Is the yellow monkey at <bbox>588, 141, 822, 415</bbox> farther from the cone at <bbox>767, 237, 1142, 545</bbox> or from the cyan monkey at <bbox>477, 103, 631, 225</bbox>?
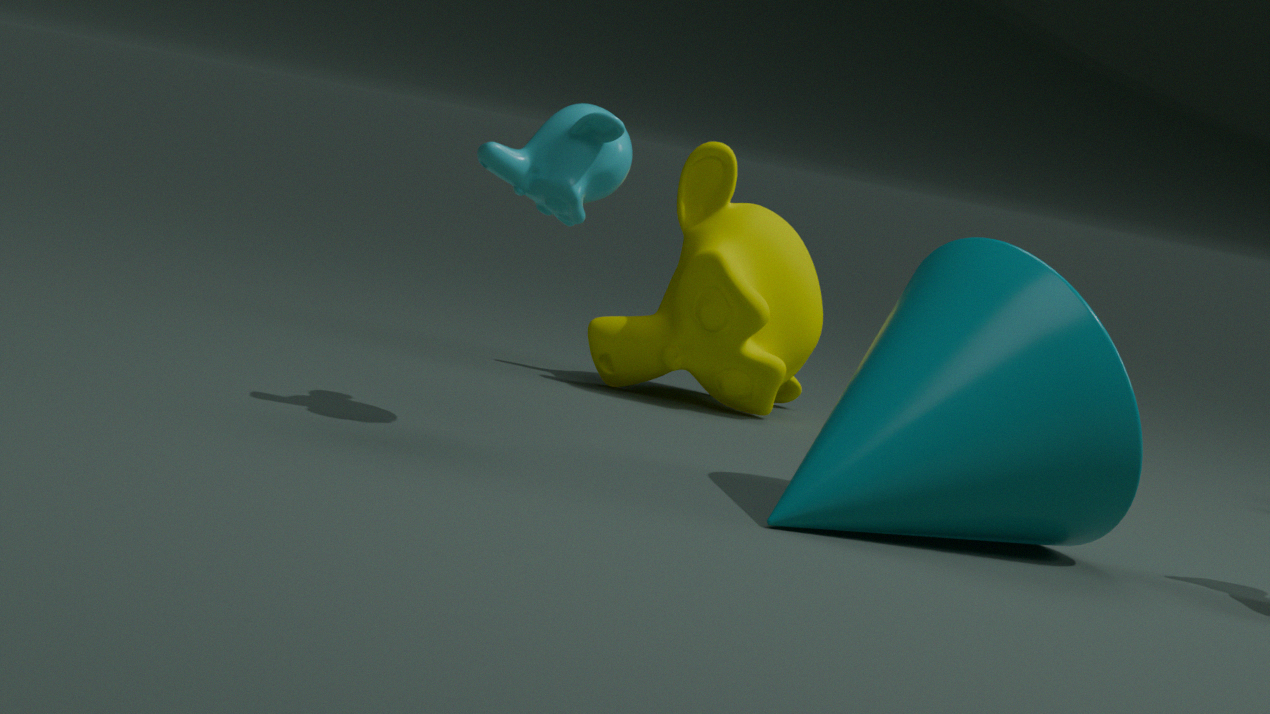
the cyan monkey at <bbox>477, 103, 631, 225</bbox>
